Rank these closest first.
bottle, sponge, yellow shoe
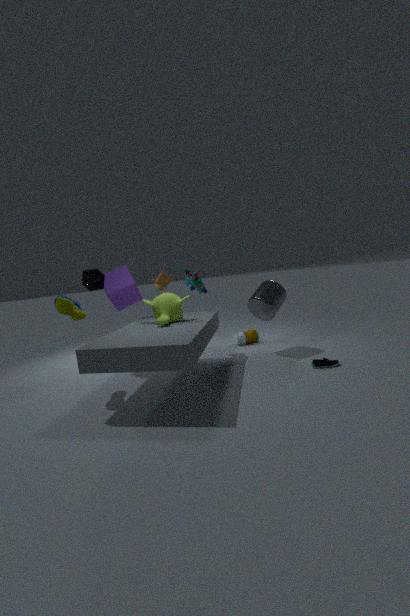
yellow shoe < sponge < bottle
